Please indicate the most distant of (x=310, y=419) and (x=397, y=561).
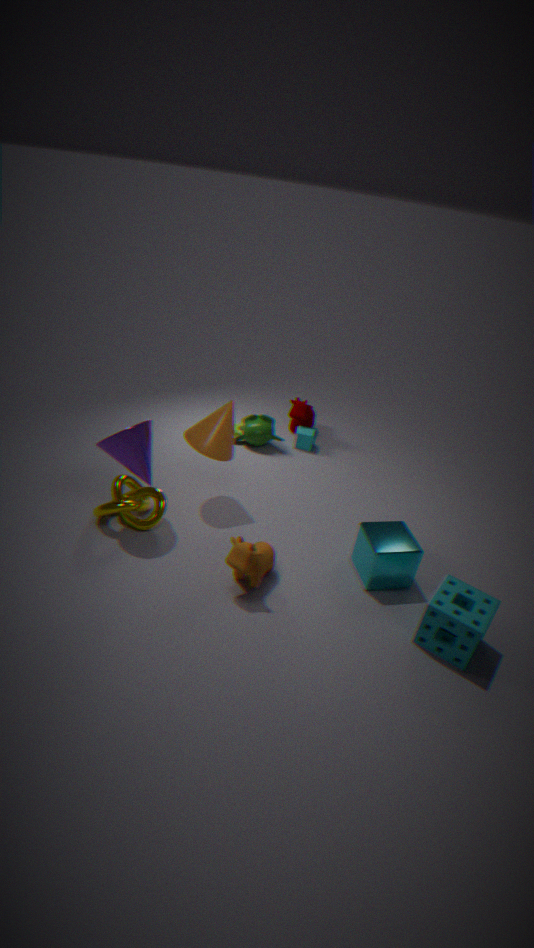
(x=310, y=419)
